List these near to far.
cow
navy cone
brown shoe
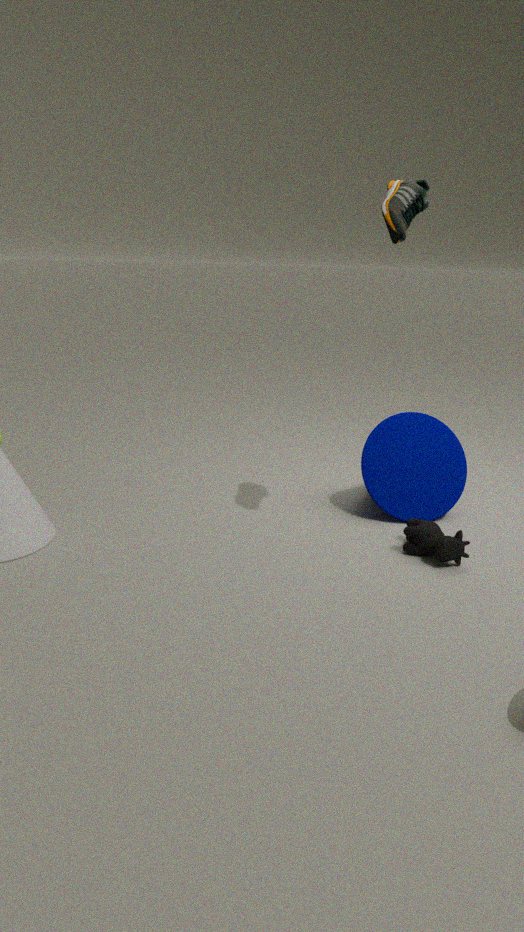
brown shoe, cow, navy cone
